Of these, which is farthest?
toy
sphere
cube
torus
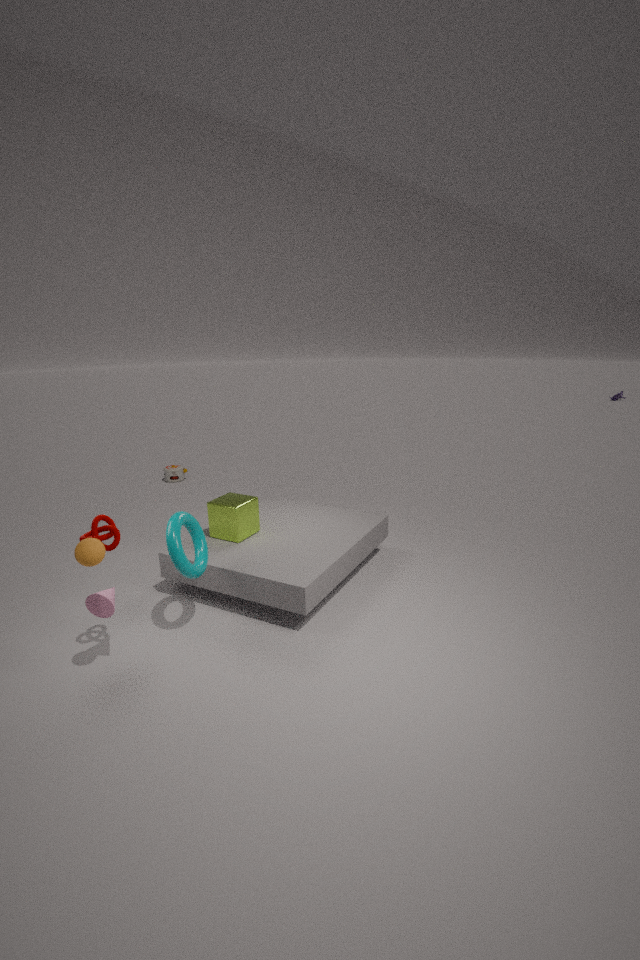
toy
